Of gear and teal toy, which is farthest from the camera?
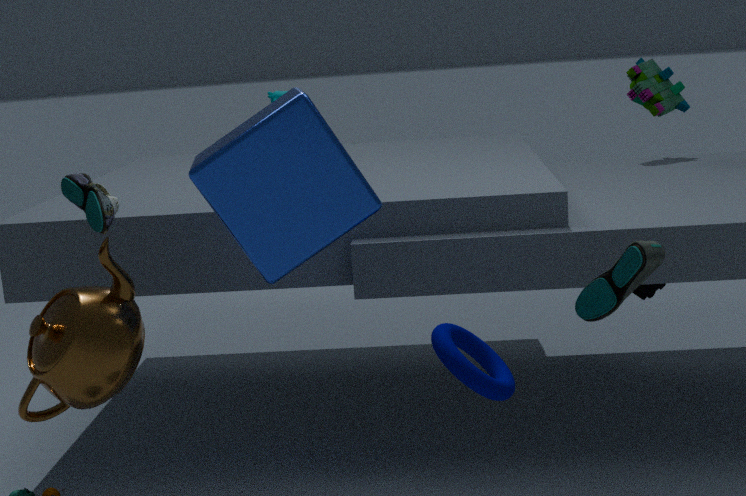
teal toy
